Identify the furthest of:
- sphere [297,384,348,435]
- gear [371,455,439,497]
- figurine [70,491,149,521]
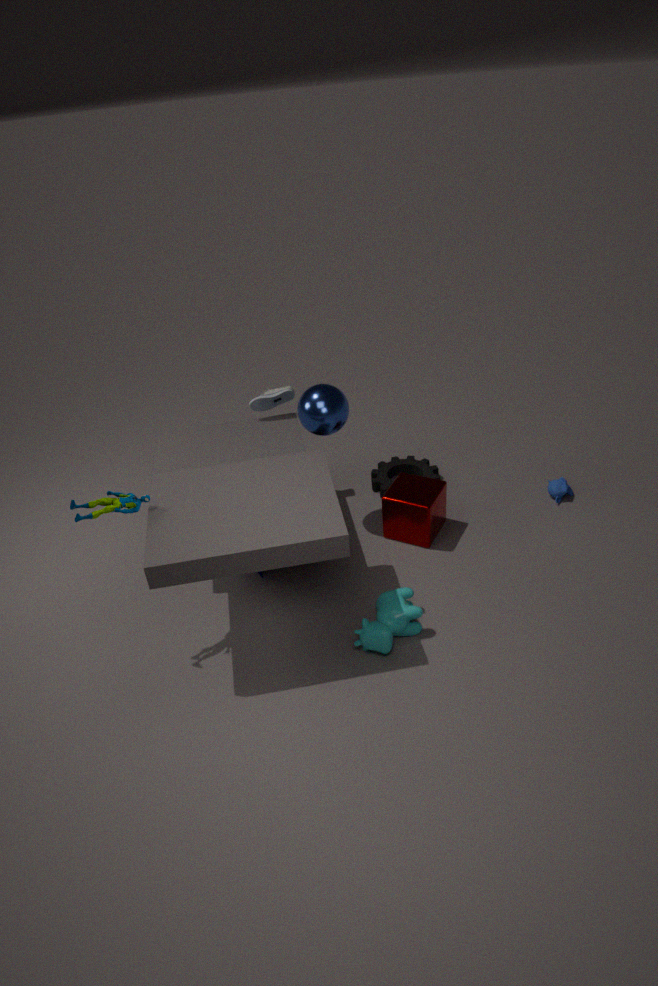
gear [371,455,439,497]
